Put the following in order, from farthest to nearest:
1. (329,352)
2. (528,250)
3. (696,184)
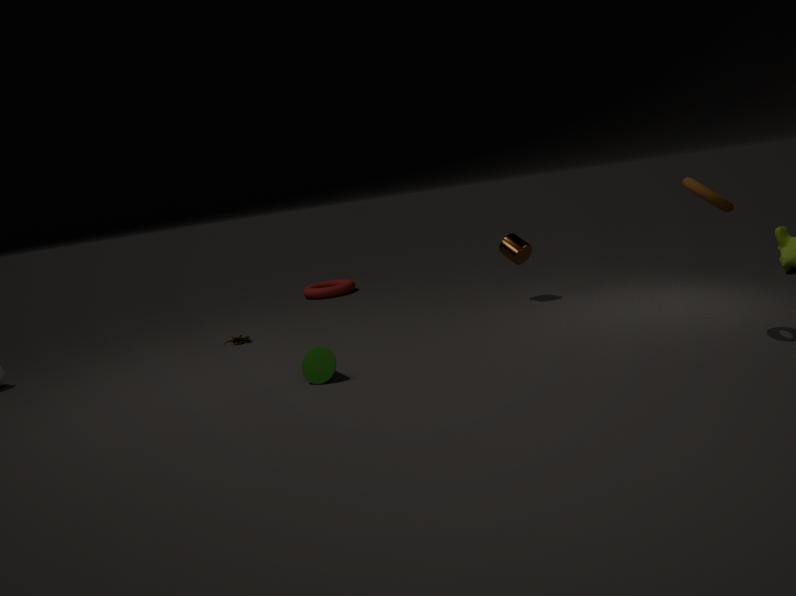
1. (528,250)
2. (329,352)
3. (696,184)
